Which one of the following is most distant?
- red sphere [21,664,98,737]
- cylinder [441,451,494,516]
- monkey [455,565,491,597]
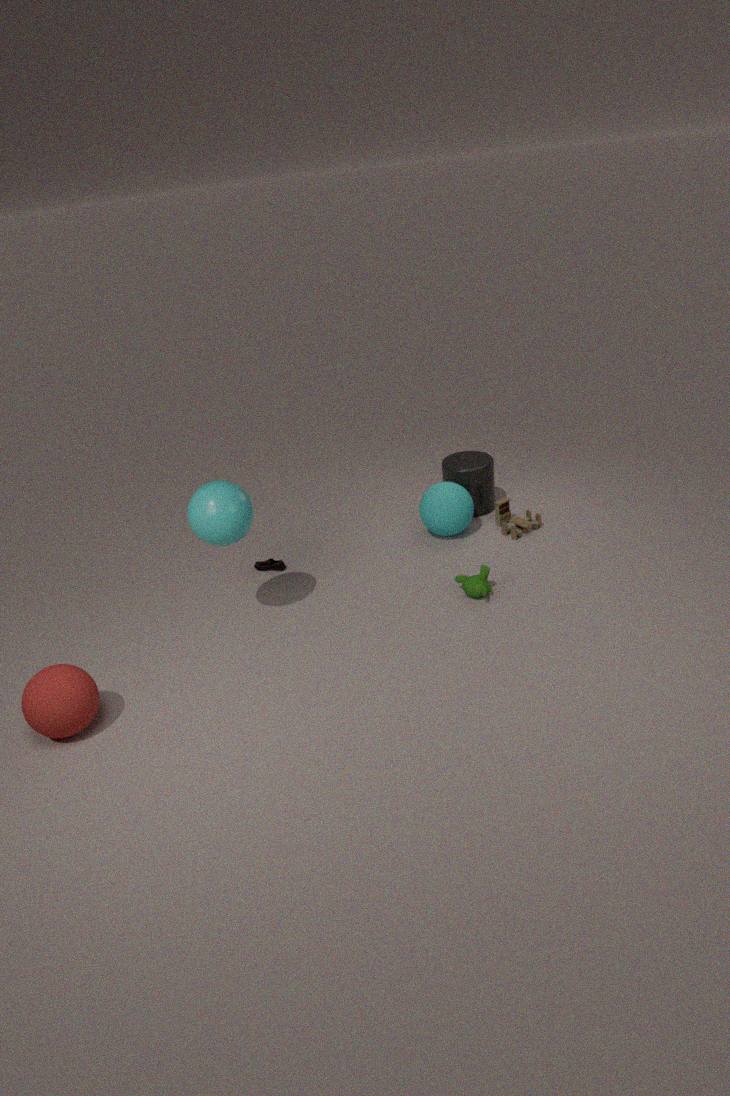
cylinder [441,451,494,516]
